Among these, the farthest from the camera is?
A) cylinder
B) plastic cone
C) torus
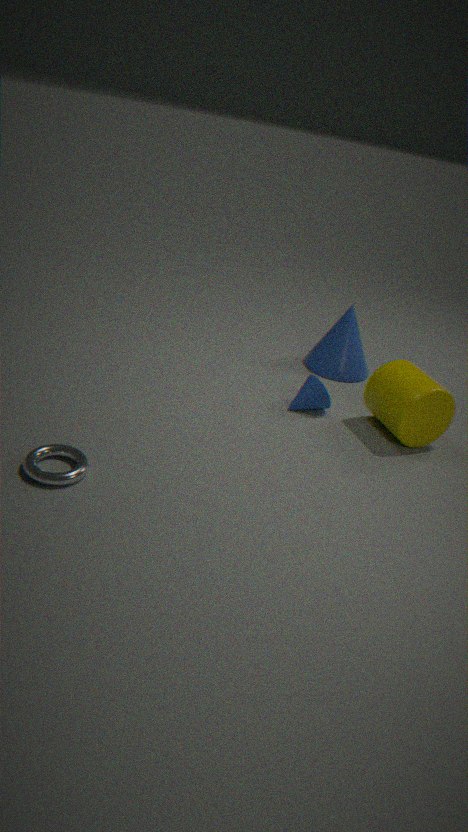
plastic cone
